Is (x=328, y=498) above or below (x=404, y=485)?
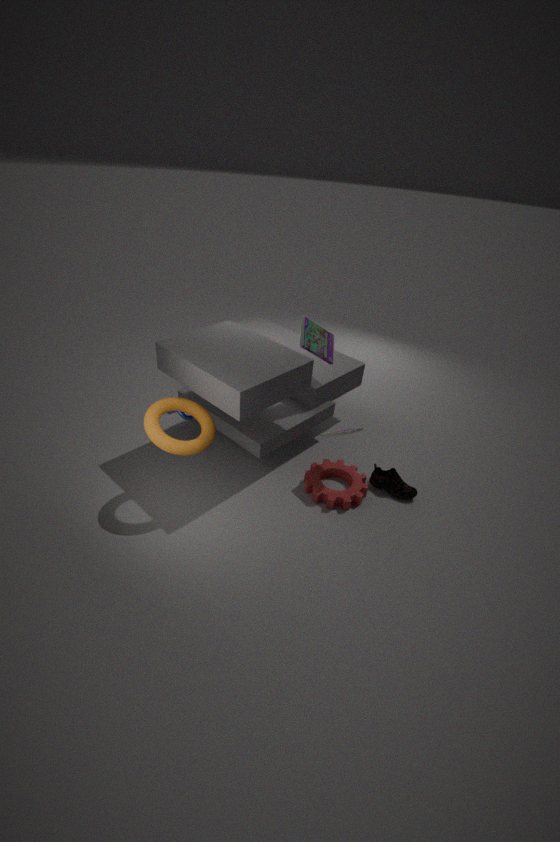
below
